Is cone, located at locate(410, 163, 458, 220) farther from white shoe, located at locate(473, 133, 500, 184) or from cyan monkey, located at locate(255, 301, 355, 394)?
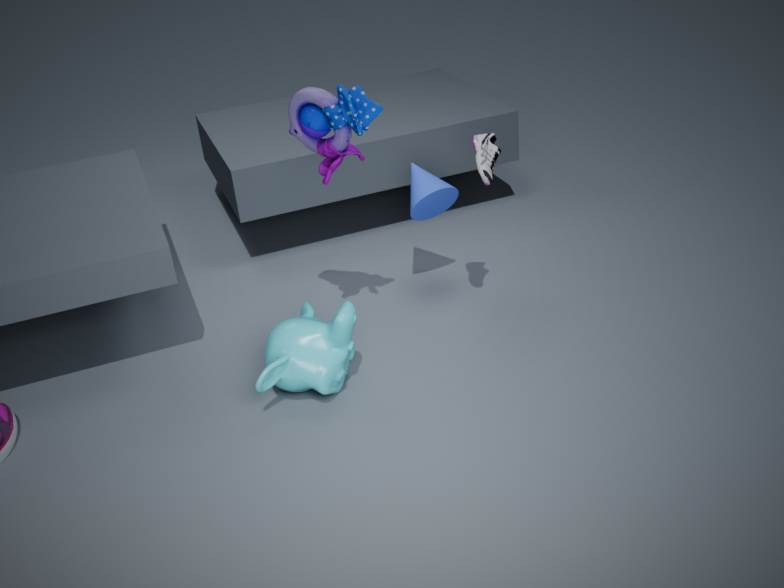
cyan monkey, located at locate(255, 301, 355, 394)
